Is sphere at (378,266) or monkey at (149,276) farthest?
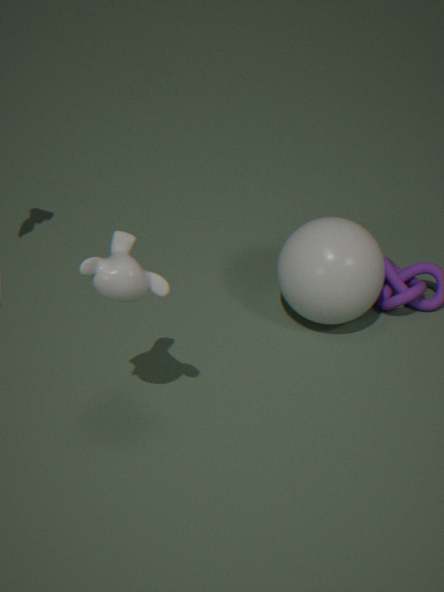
sphere at (378,266)
